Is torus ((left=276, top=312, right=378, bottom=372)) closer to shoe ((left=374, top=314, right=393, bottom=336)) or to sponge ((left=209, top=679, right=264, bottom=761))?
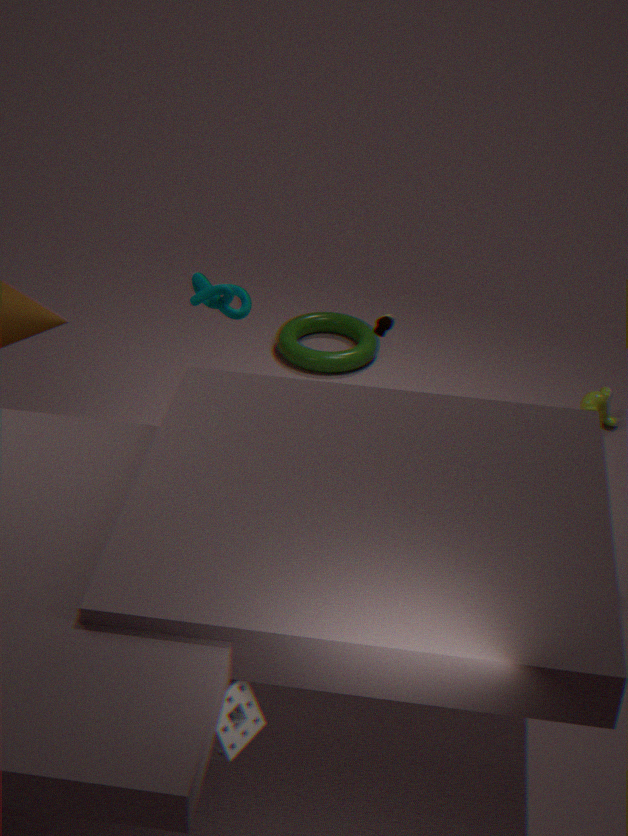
shoe ((left=374, top=314, right=393, bottom=336))
